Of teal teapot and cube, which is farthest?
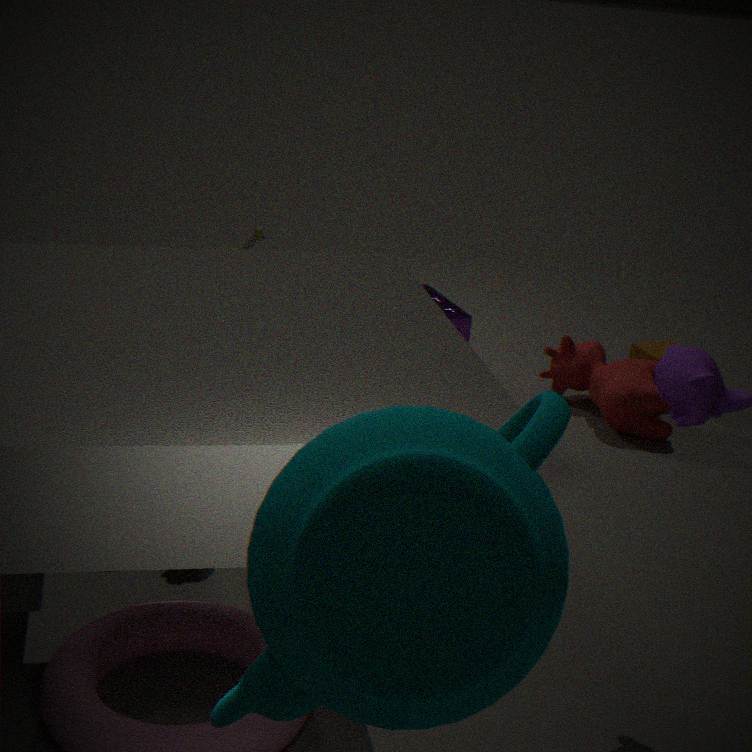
cube
